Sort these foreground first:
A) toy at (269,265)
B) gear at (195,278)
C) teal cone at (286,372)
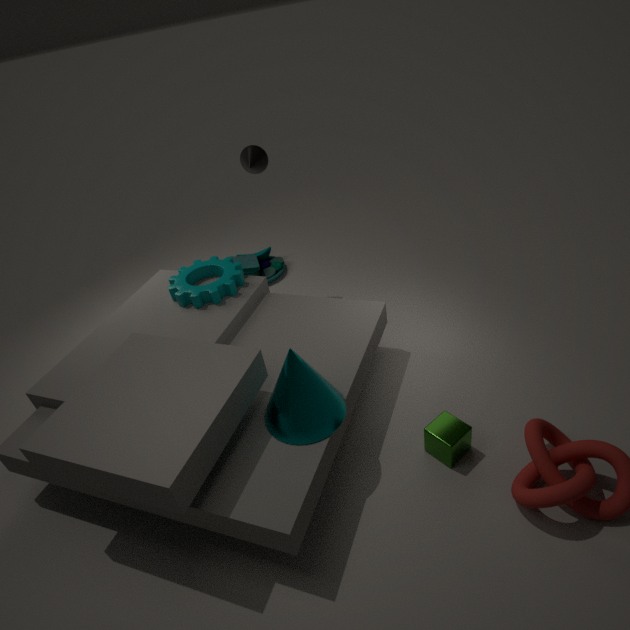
teal cone at (286,372) → gear at (195,278) → toy at (269,265)
